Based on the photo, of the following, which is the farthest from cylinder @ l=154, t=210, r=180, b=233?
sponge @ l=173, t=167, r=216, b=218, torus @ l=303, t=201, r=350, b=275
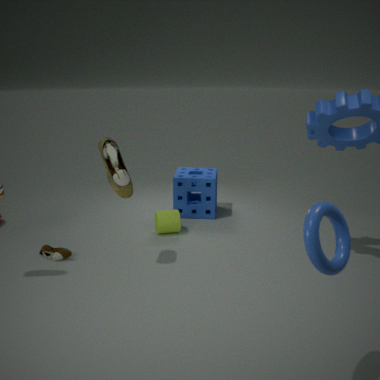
torus @ l=303, t=201, r=350, b=275
